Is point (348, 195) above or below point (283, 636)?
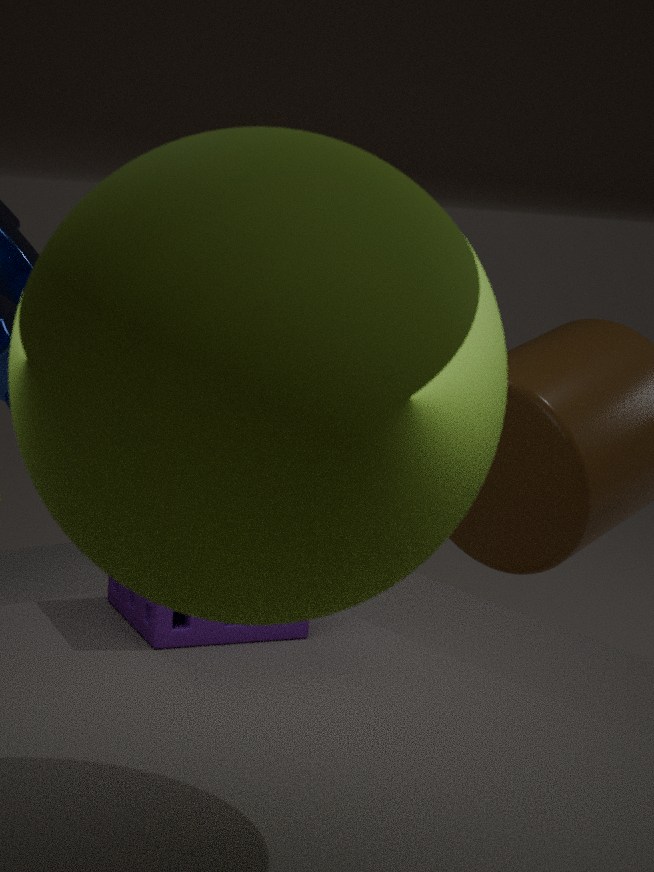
above
